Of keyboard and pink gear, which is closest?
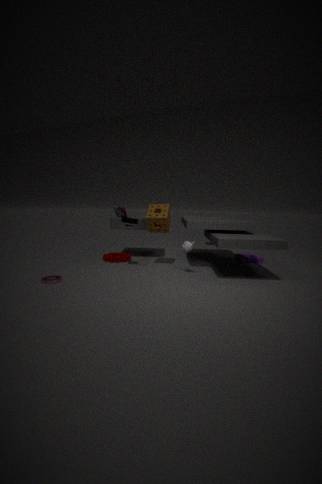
pink gear
